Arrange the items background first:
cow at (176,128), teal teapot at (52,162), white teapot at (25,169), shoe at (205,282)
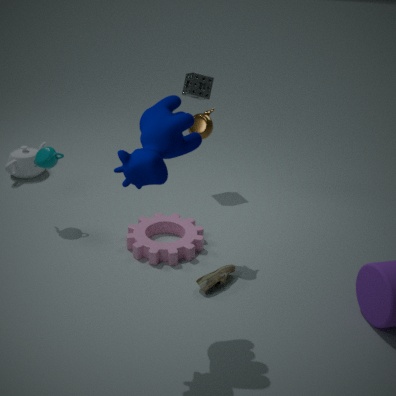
white teapot at (25,169) → teal teapot at (52,162) → shoe at (205,282) → cow at (176,128)
